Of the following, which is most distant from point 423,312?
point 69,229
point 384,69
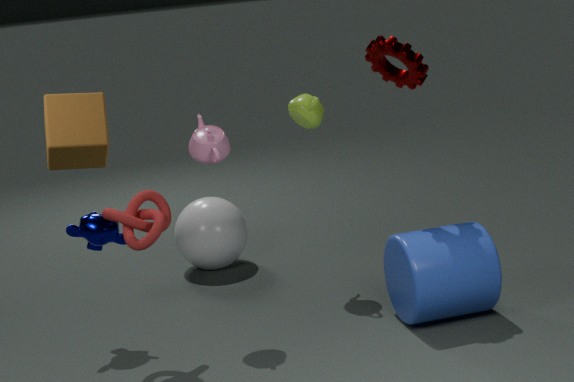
point 69,229
